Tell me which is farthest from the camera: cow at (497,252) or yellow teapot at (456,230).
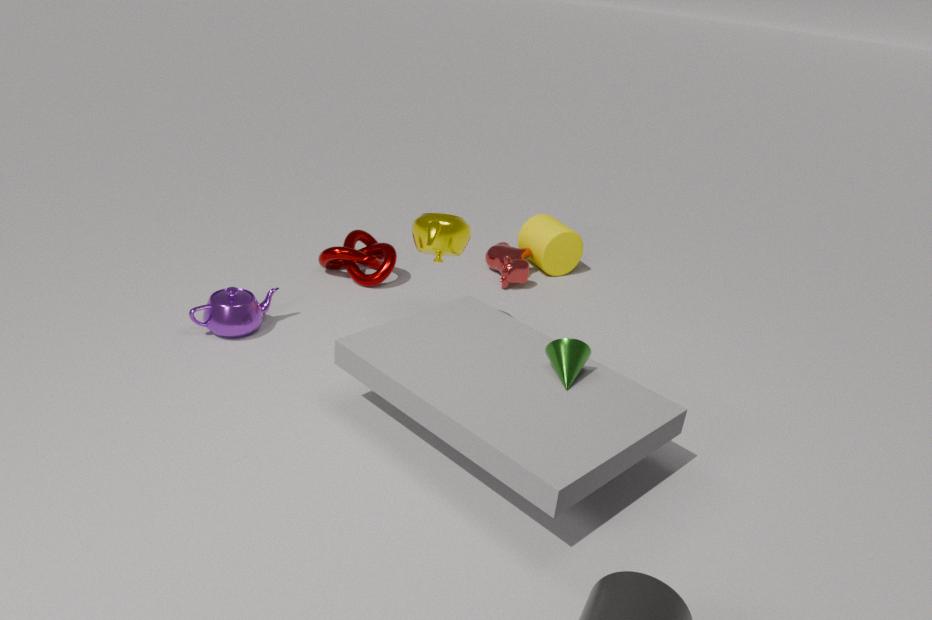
cow at (497,252)
